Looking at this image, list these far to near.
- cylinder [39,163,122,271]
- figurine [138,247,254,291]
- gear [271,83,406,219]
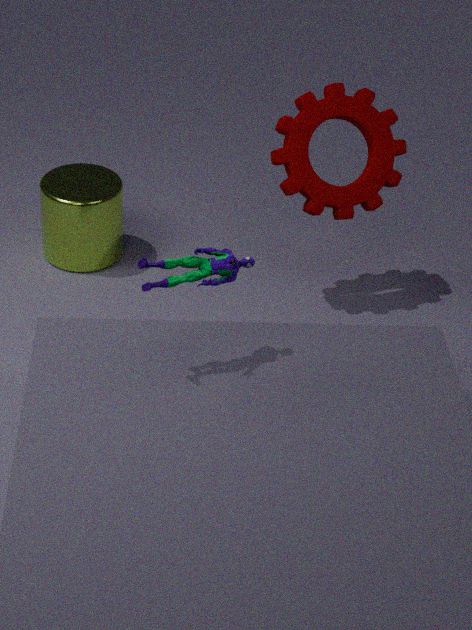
cylinder [39,163,122,271]
gear [271,83,406,219]
figurine [138,247,254,291]
